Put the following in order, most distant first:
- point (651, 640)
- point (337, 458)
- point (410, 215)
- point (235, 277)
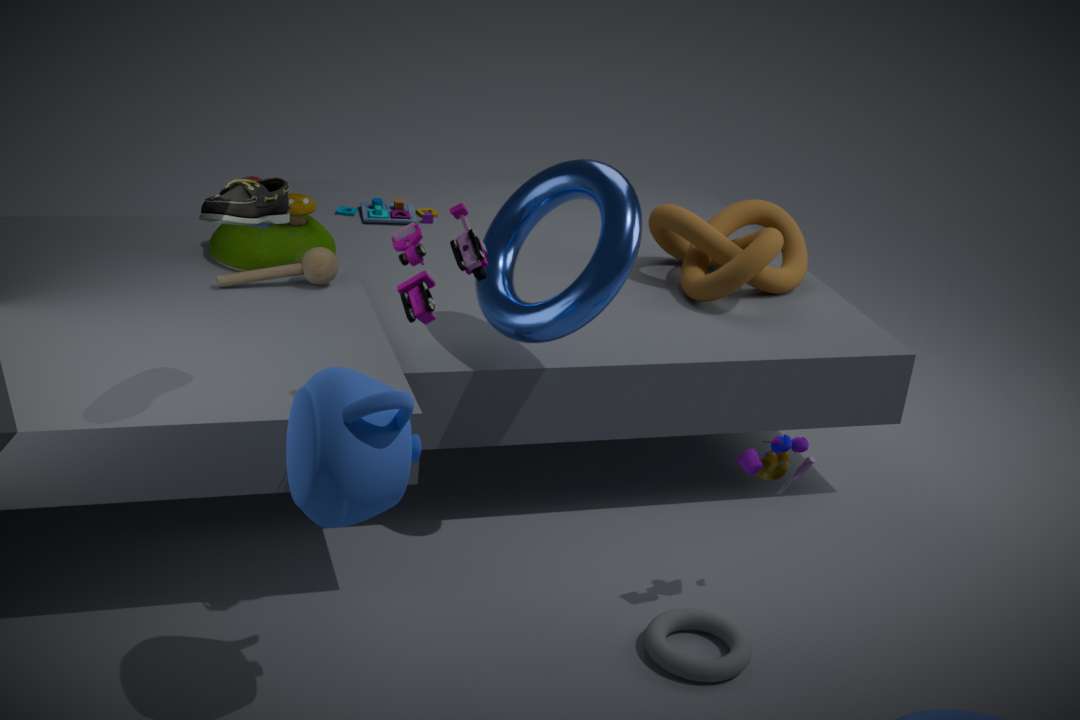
1. point (410, 215)
2. point (235, 277)
3. point (651, 640)
4. point (337, 458)
